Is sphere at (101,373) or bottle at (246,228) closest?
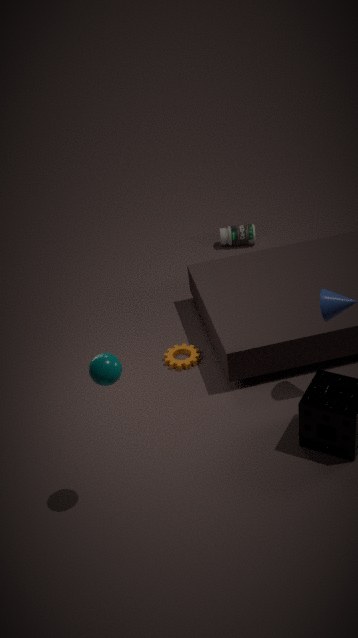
sphere at (101,373)
